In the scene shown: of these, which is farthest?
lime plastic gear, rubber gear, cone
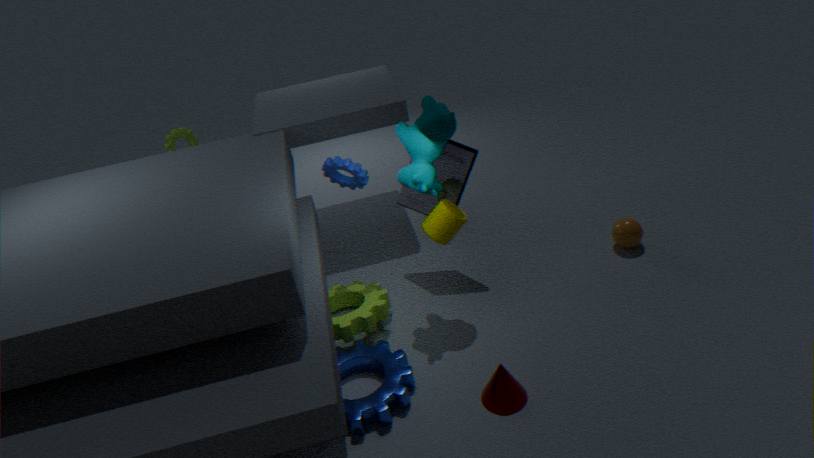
lime plastic gear
